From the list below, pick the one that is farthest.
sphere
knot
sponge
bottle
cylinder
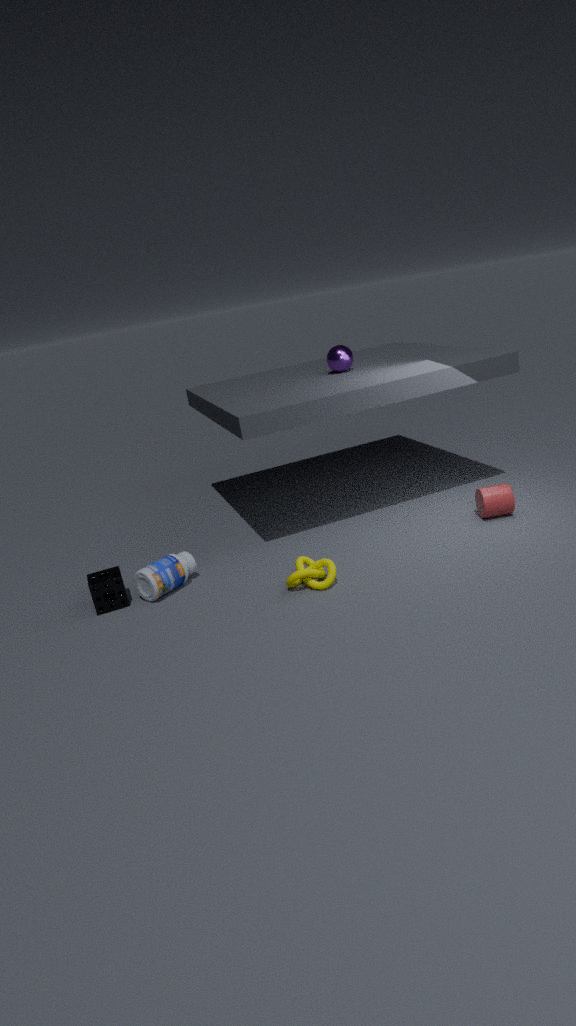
sphere
